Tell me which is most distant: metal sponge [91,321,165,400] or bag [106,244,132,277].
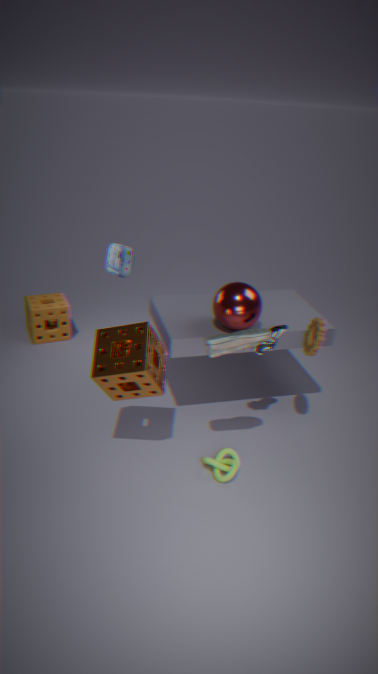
bag [106,244,132,277]
